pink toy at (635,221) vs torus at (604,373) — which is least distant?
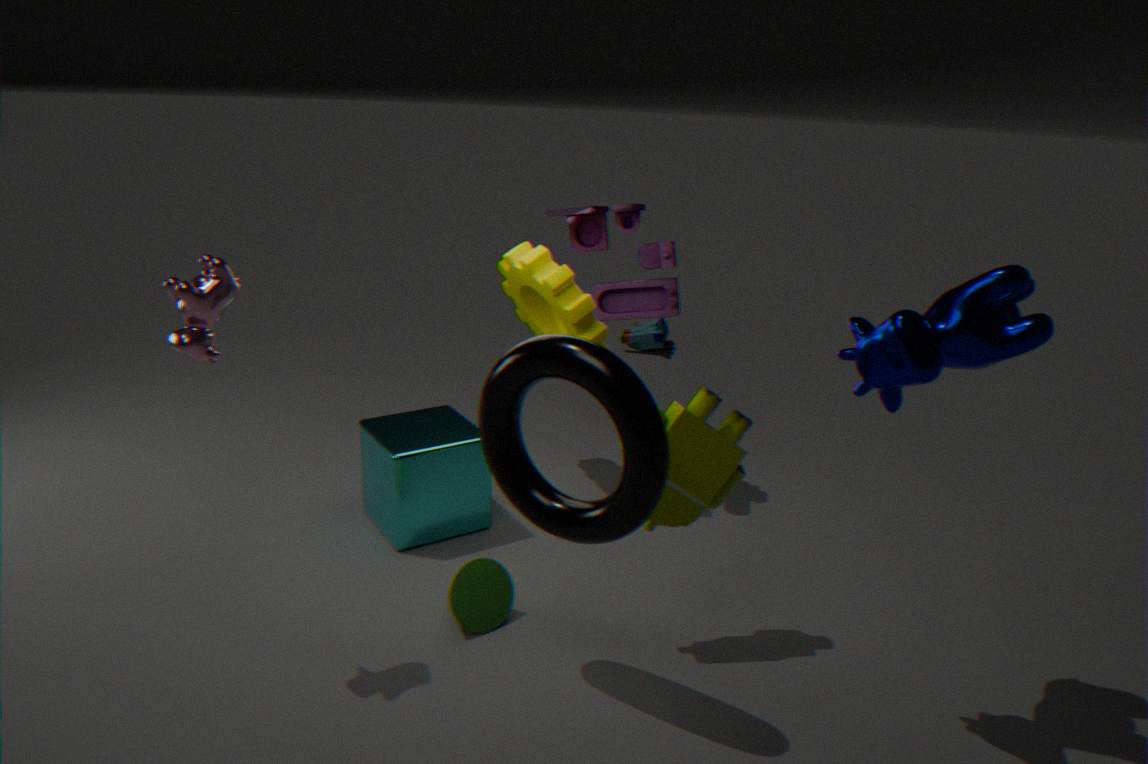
torus at (604,373)
